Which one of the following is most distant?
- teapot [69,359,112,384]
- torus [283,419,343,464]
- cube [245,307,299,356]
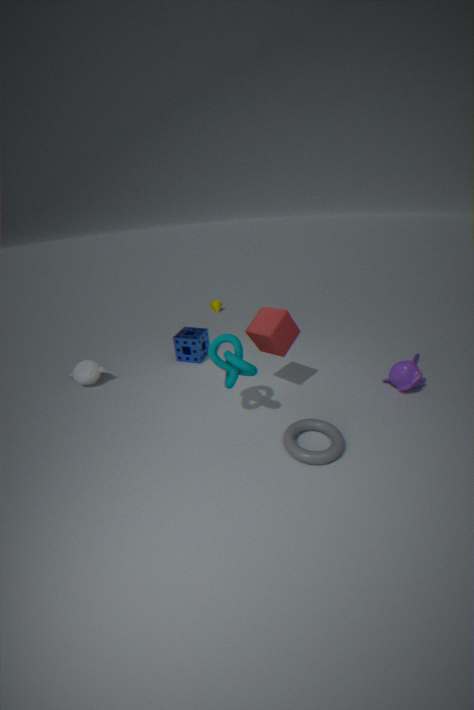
teapot [69,359,112,384]
